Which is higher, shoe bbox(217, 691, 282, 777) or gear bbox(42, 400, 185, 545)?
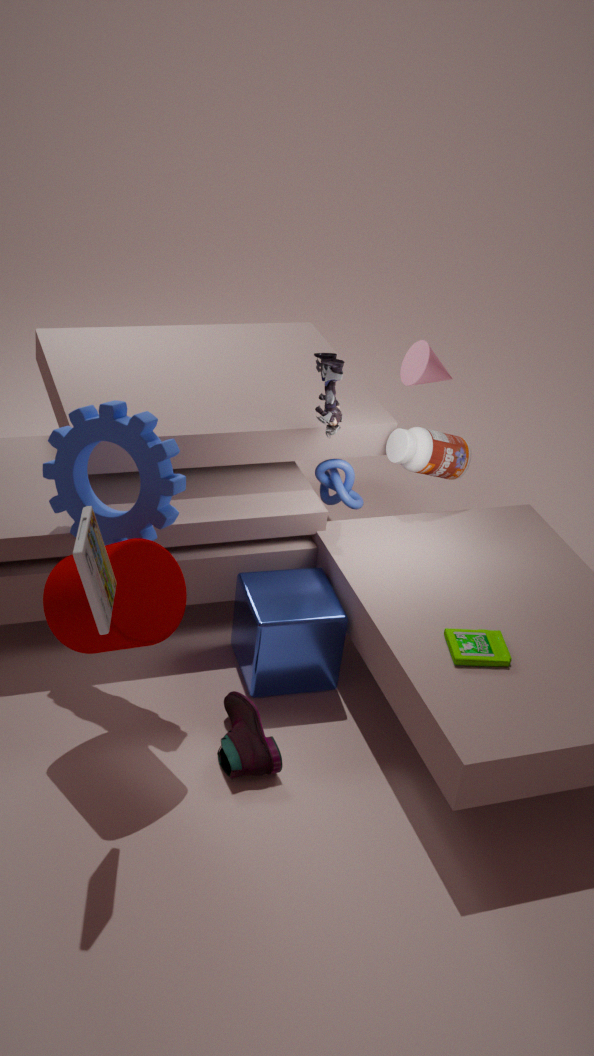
gear bbox(42, 400, 185, 545)
